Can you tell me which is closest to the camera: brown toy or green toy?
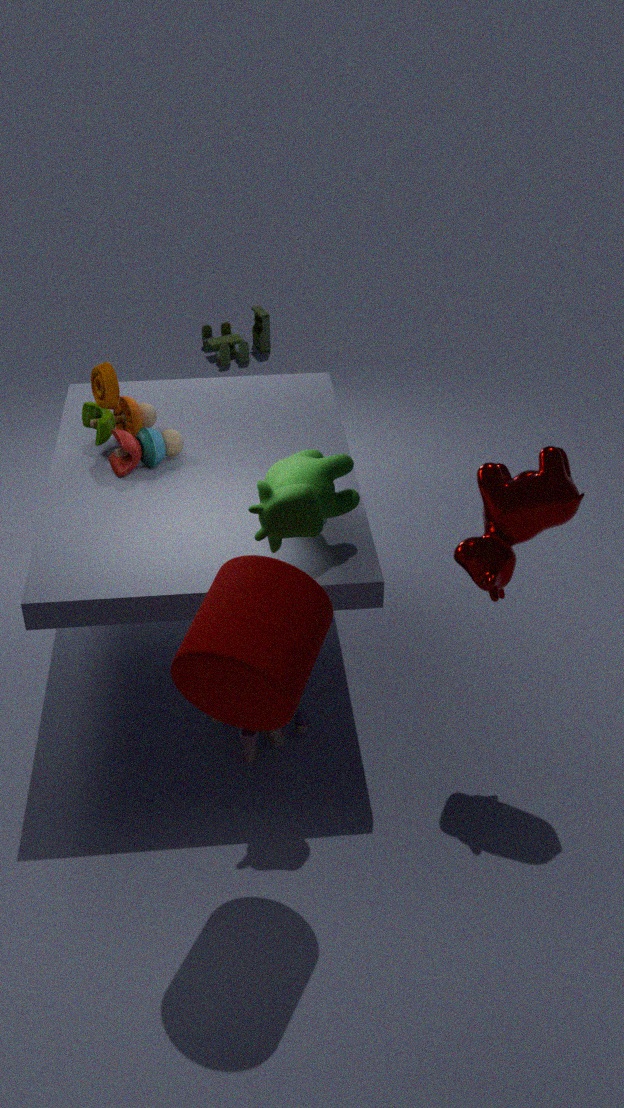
brown toy
